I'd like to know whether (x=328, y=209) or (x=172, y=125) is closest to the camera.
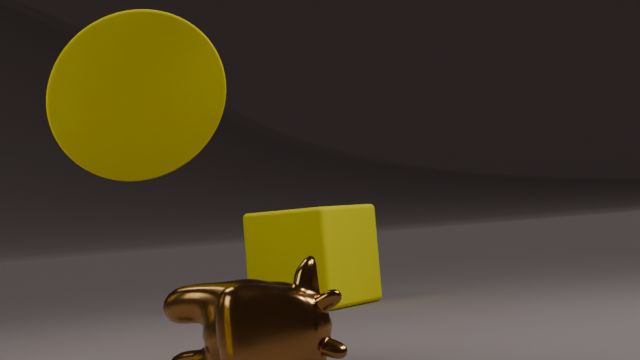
(x=172, y=125)
